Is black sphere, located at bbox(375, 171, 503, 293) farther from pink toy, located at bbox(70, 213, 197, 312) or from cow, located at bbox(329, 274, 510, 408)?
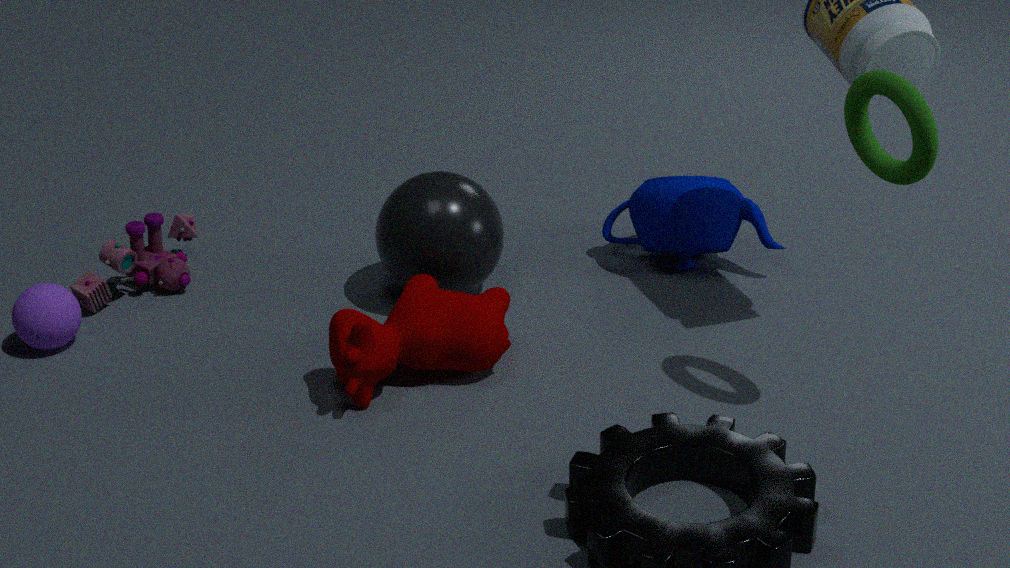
pink toy, located at bbox(70, 213, 197, 312)
